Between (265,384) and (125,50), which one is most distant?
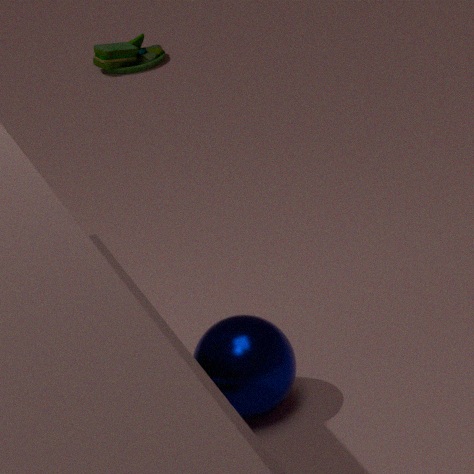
(125,50)
